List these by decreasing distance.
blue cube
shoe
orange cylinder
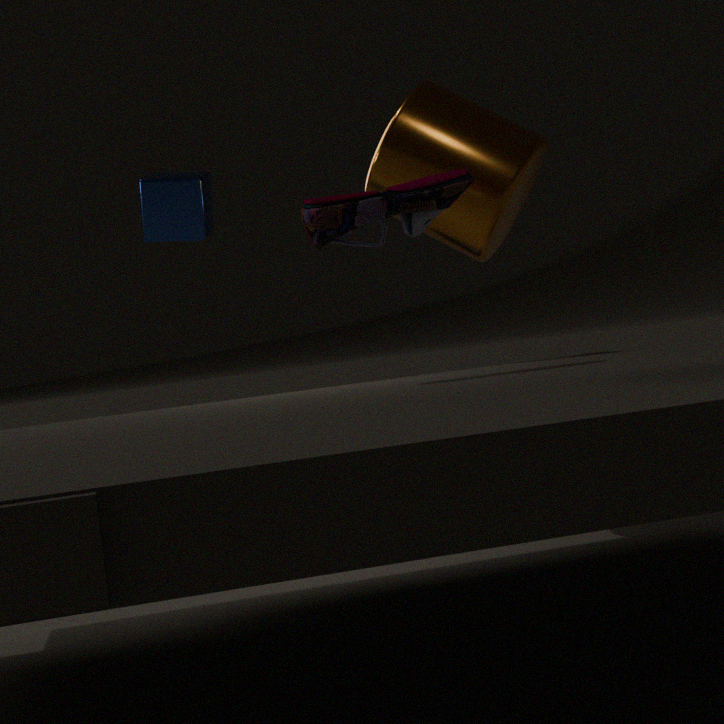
Result: blue cube → orange cylinder → shoe
